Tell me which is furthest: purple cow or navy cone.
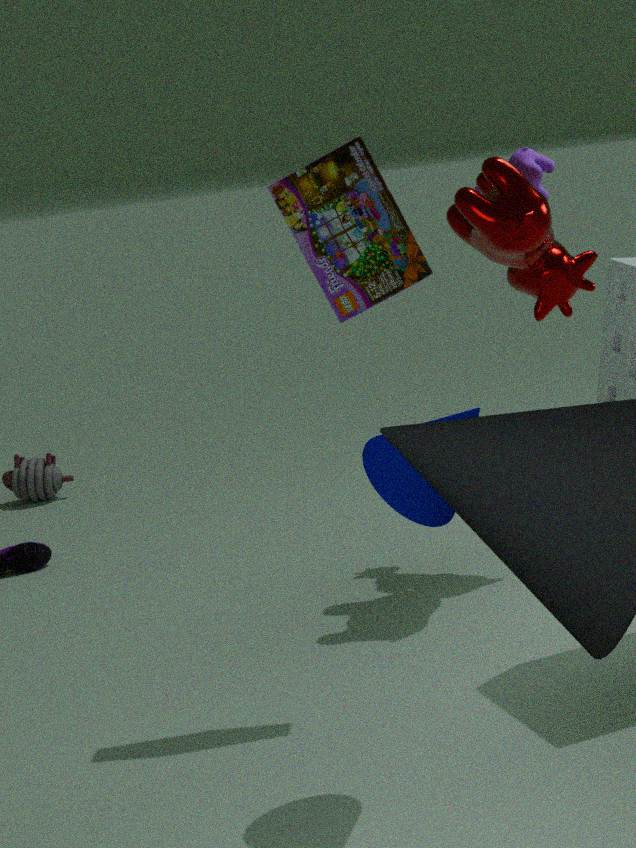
purple cow
